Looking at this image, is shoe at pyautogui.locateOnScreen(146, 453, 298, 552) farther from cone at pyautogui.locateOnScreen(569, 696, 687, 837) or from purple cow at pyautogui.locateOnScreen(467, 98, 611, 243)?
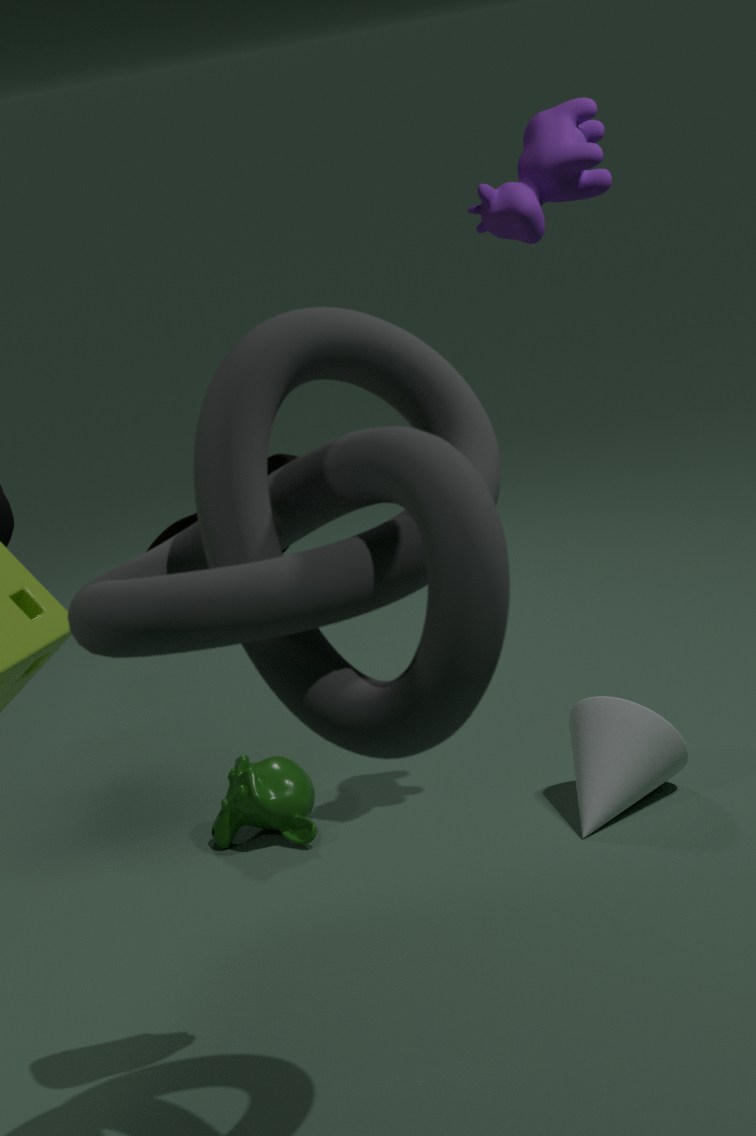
cone at pyautogui.locateOnScreen(569, 696, 687, 837)
